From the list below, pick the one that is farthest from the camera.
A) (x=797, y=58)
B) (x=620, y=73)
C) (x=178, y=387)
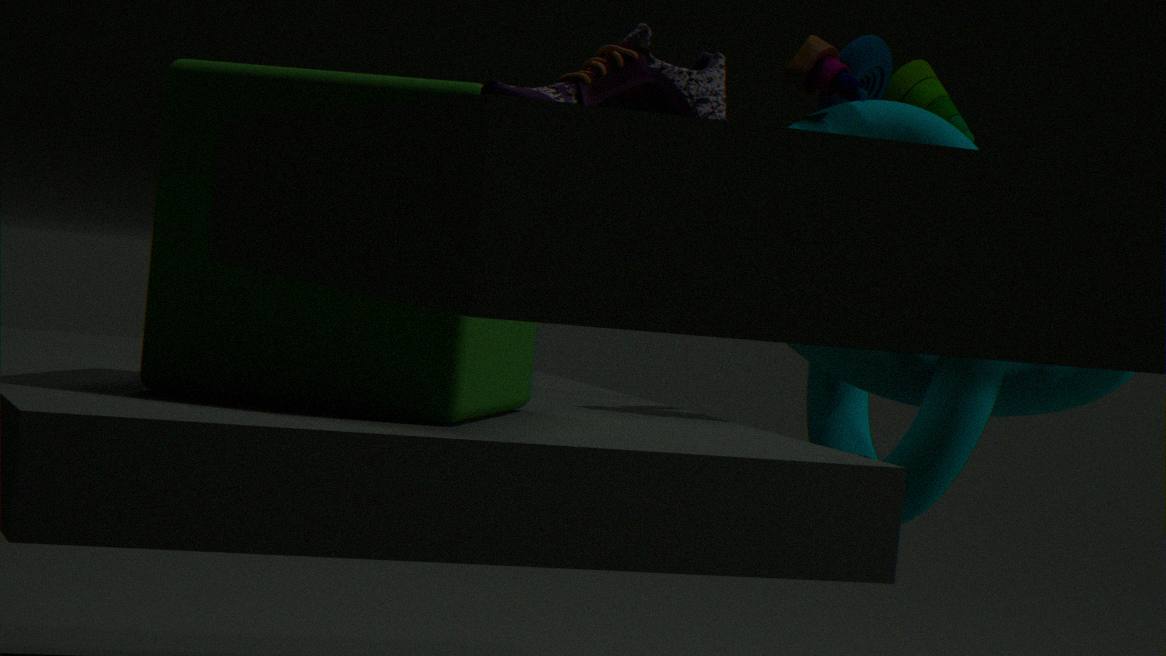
A. (x=797, y=58)
